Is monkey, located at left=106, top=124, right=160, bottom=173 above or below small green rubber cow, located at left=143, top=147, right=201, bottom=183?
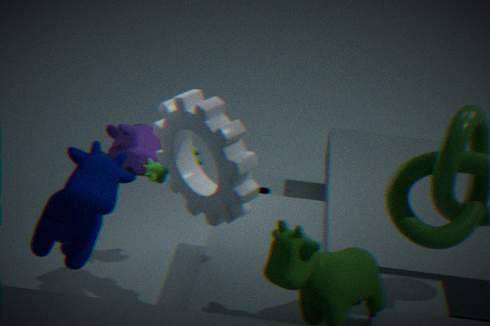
below
